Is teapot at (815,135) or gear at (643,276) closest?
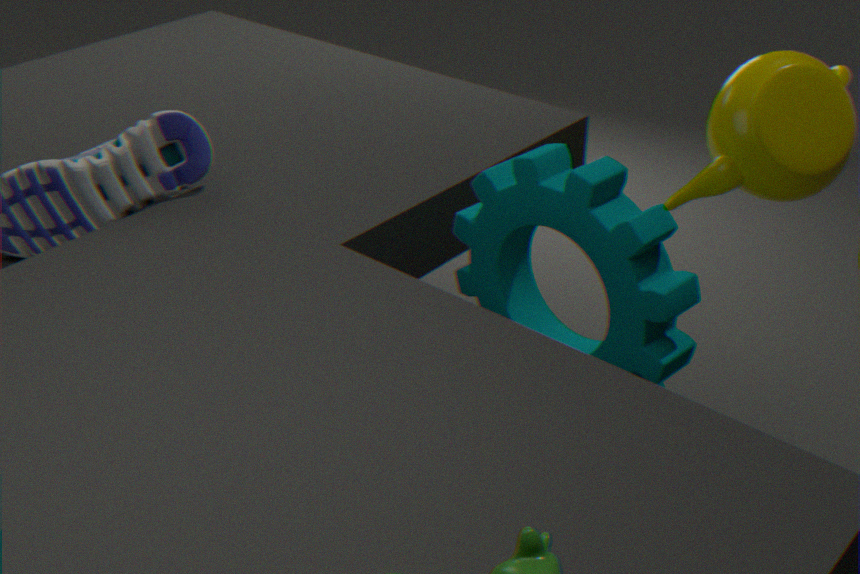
gear at (643,276)
